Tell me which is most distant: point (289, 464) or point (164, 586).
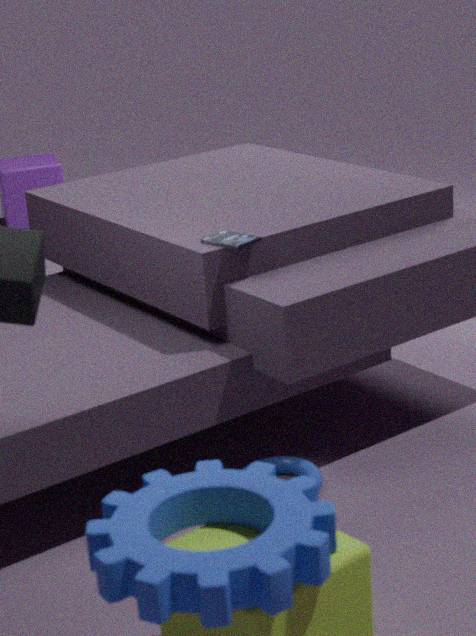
point (289, 464)
